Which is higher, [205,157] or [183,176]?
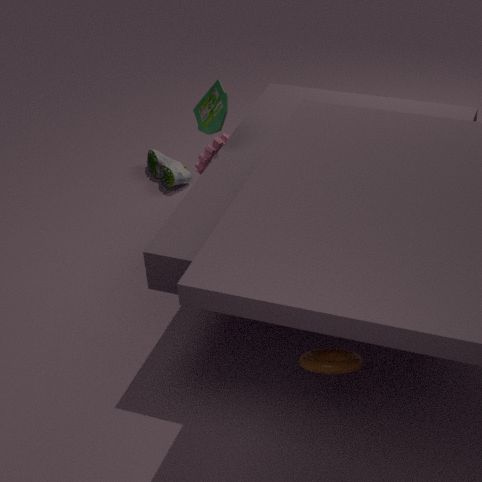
[205,157]
